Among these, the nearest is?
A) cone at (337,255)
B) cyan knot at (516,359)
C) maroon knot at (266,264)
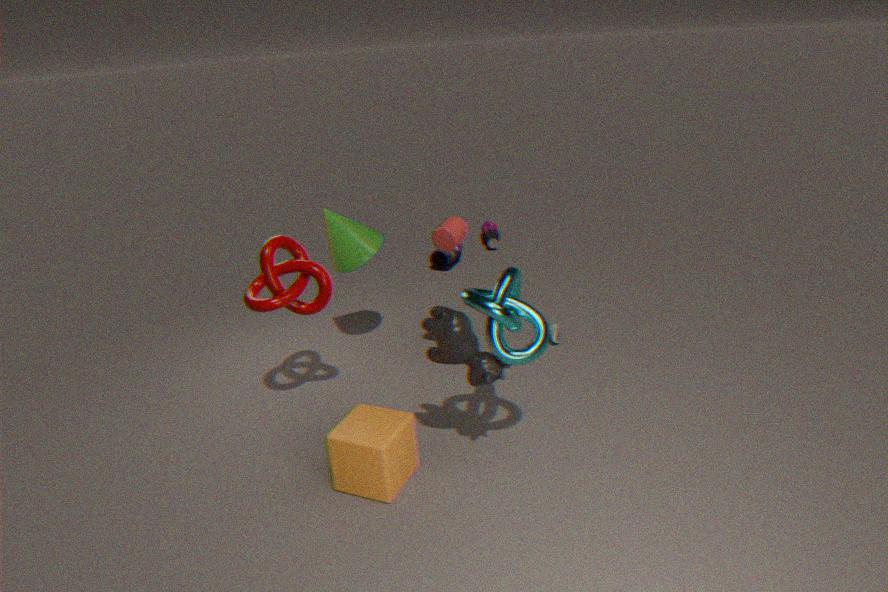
cyan knot at (516,359)
